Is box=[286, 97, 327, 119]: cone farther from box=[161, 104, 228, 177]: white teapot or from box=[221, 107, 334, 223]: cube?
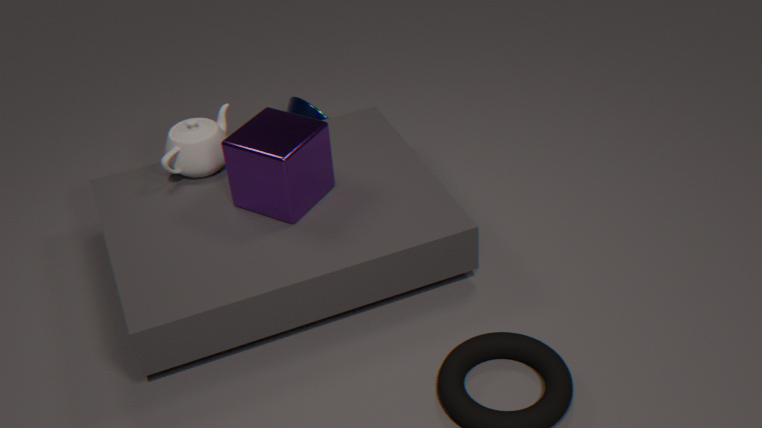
box=[221, 107, 334, 223]: cube
